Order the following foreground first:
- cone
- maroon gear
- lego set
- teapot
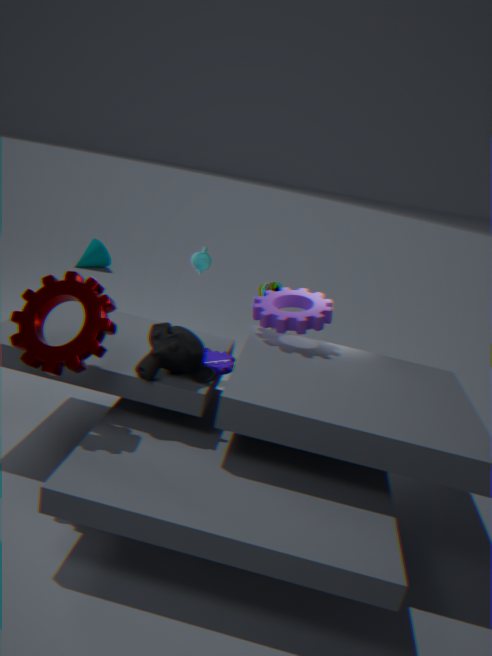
maroon gear, lego set, teapot, cone
